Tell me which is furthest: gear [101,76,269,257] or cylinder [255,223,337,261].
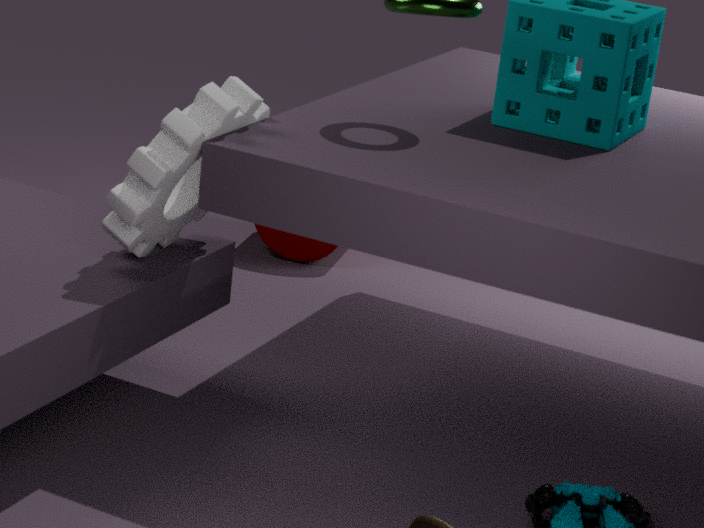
cylinder [255,223,337,261]
